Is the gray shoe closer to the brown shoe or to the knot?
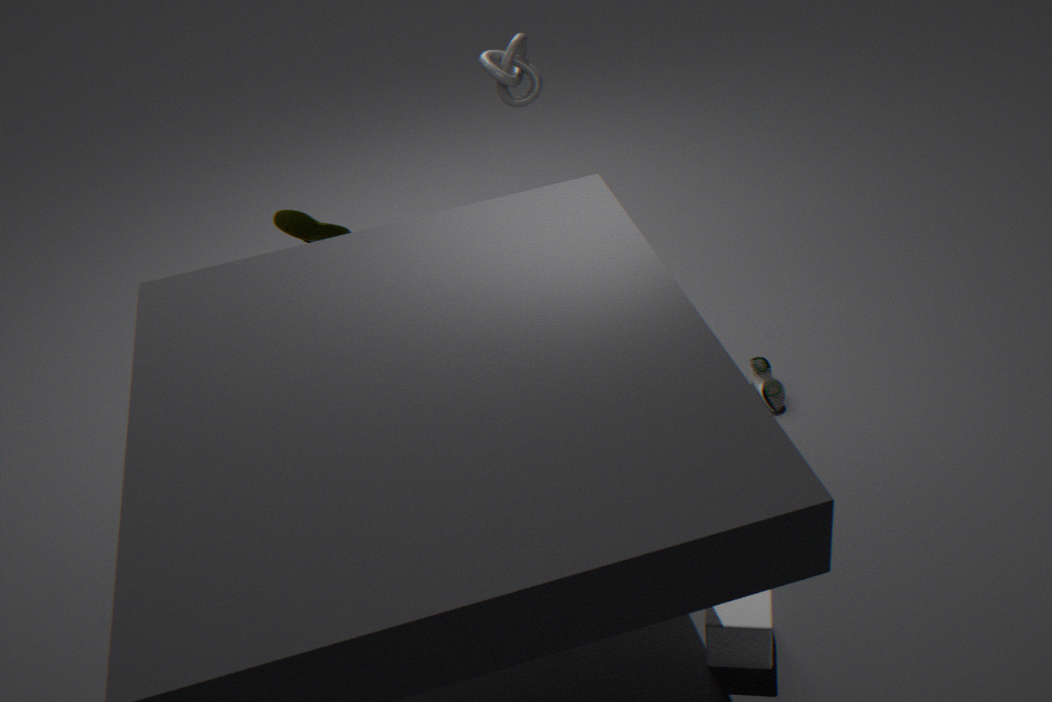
the knot
